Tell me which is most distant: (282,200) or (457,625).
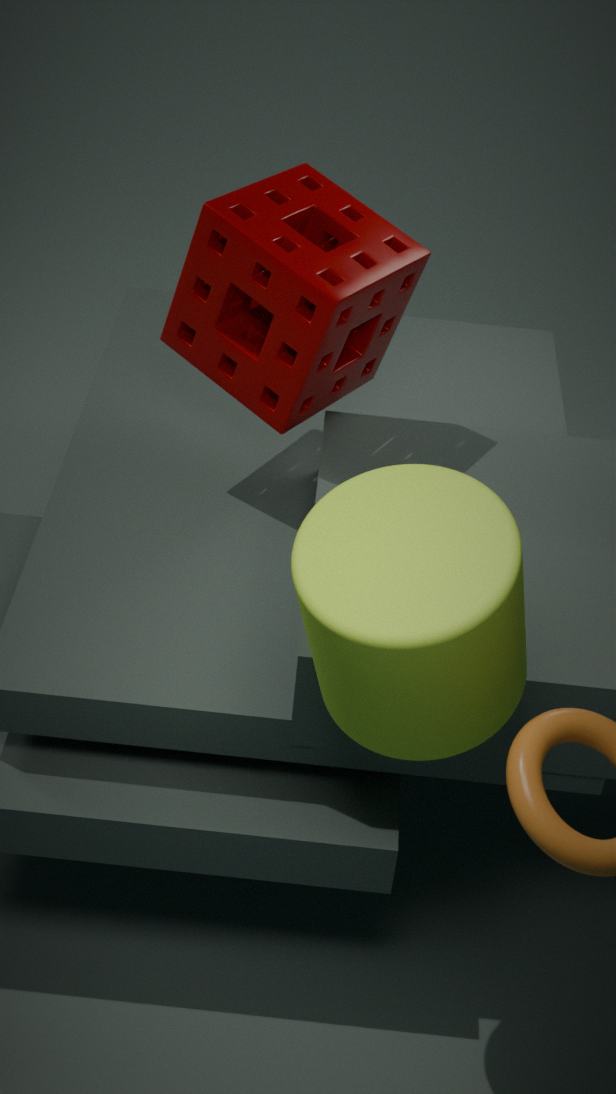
(282,200)
